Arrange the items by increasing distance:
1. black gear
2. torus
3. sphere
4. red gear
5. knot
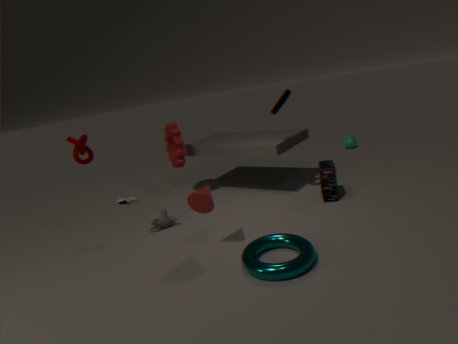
1. torus
2. knot
3. black gear
4. red gear
5. sphere
